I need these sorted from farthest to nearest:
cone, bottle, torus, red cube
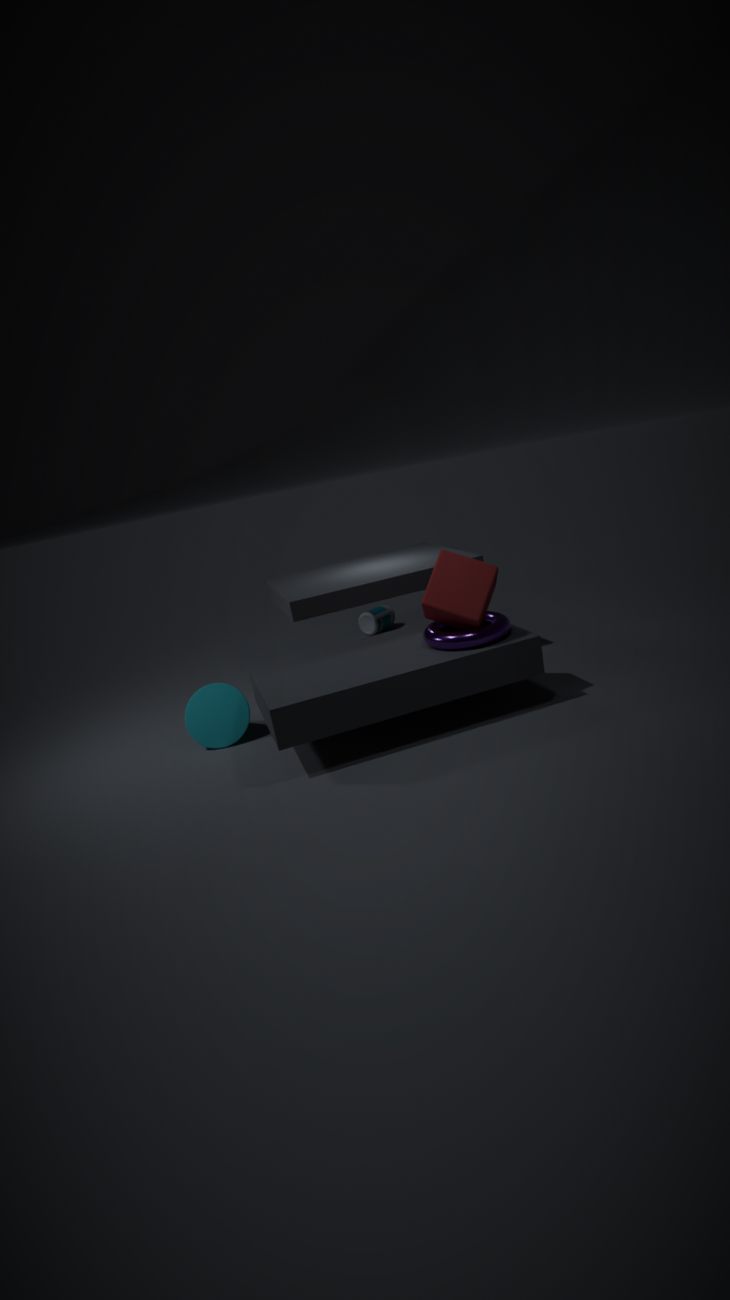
bottle < cone < torus < red cube
